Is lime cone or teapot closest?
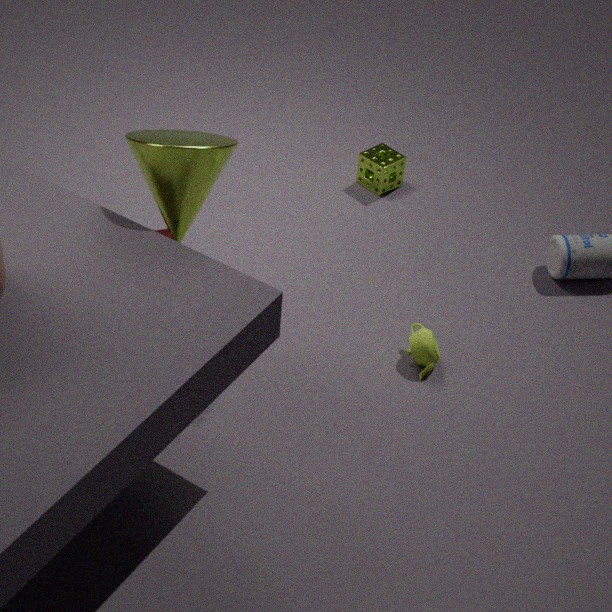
lime cone
